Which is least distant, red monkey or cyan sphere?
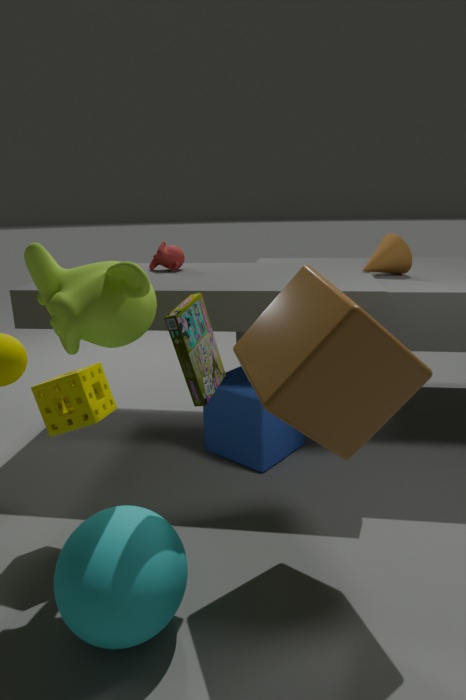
cyan sphere
